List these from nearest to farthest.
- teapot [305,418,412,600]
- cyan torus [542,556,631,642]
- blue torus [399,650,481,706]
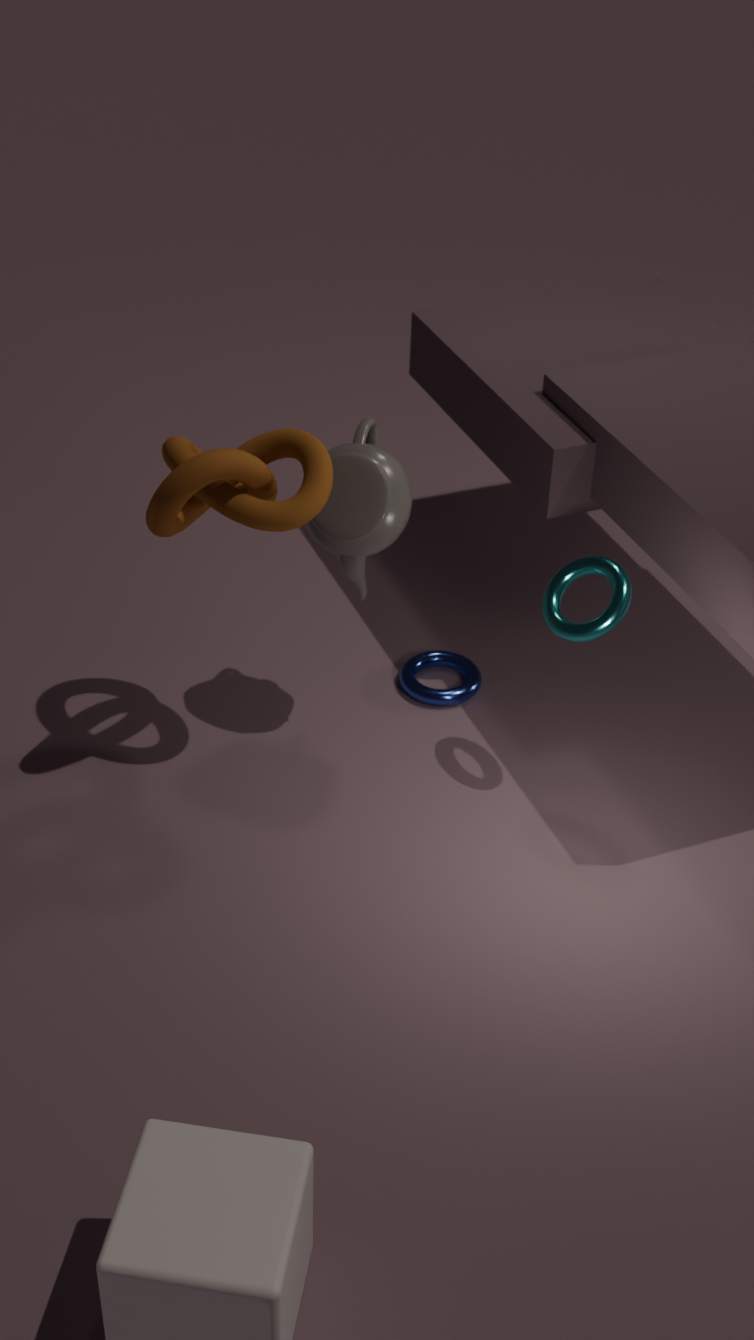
cyan torus [542,556,631,642], teapot [305,418,412,600], blue torus [399,650,481,706]
